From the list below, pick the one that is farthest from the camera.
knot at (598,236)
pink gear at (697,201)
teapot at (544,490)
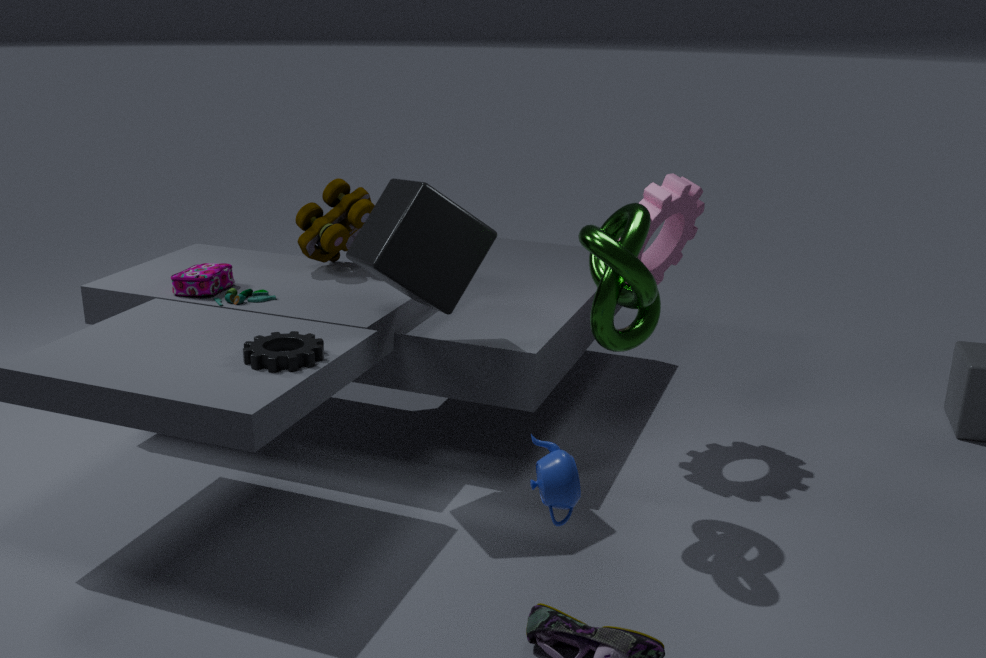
pink gear at (697,201)
